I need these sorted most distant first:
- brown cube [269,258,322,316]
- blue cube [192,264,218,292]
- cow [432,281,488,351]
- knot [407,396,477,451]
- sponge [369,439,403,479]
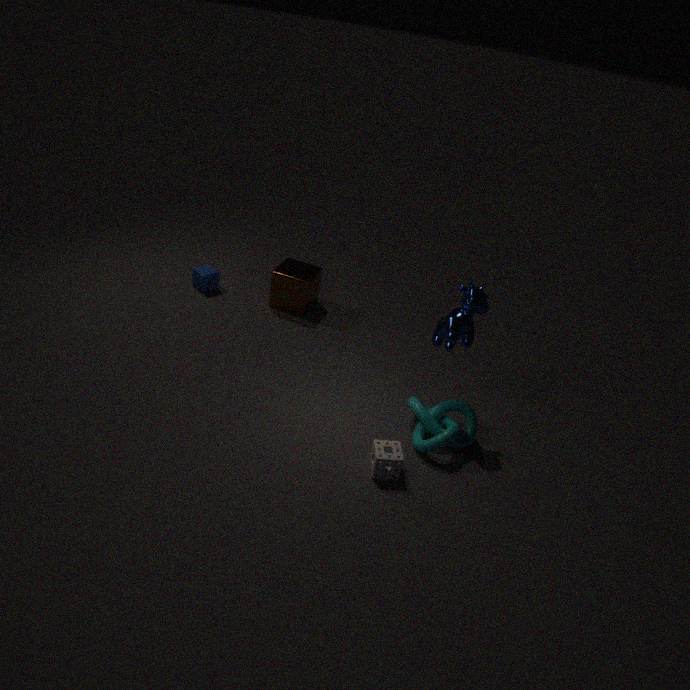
blue cube [192,264,218,292] < brown cube [269,258,322,316] < knot [407,396,477,451] < cow [432,281,488,351] < sponge [369,439,403,479]
